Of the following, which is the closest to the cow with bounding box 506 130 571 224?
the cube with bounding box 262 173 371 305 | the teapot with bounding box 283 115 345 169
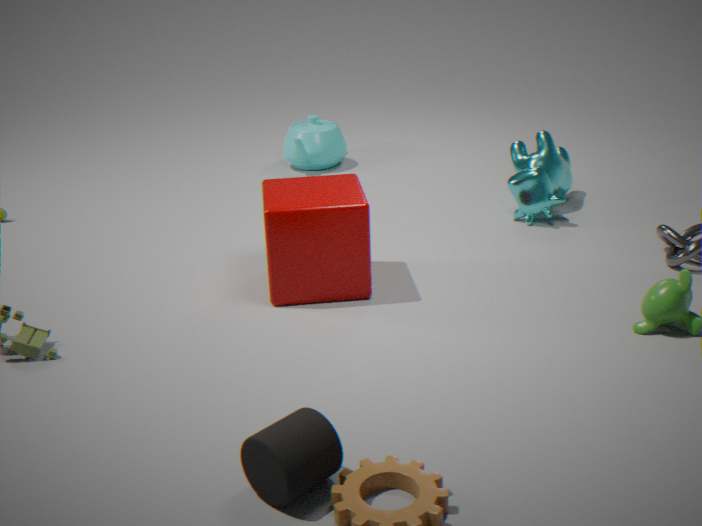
the cube with bounding box 262 173 371 305
